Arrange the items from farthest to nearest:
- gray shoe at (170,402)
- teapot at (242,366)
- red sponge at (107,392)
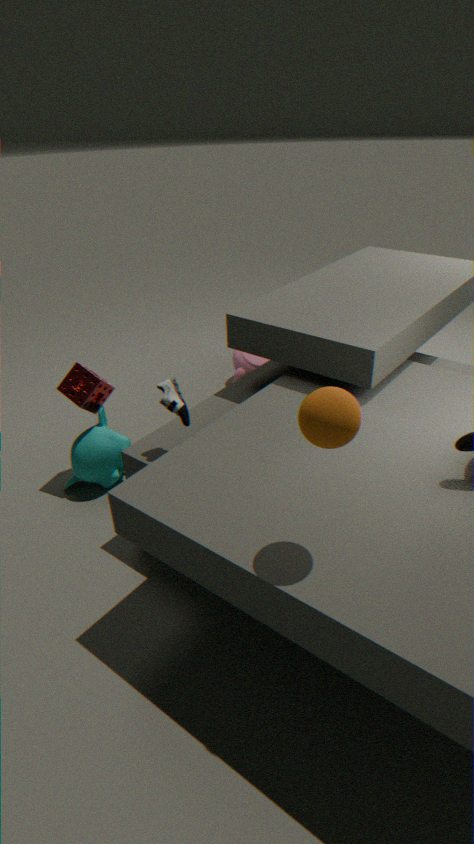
teapot at (242,366) → red sponge at (107,392) → gray shoe at (170,402)
